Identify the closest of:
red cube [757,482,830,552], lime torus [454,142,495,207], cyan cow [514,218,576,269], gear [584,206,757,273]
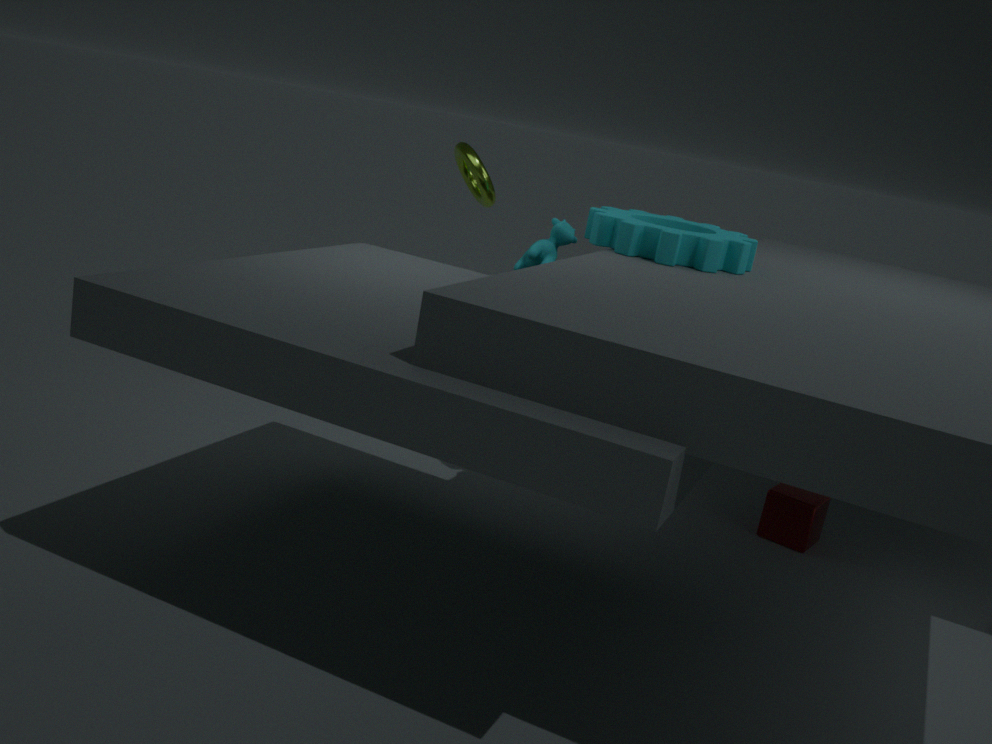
gear [584,206,757,273]
